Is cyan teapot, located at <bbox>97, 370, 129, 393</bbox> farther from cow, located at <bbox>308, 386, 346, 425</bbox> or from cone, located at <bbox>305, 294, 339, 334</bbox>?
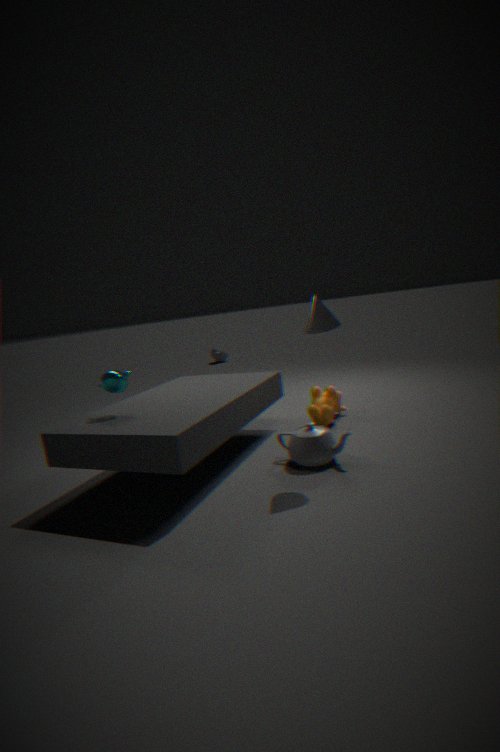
cow, located at <bbox>308, 386, 346, 425</bbox>
